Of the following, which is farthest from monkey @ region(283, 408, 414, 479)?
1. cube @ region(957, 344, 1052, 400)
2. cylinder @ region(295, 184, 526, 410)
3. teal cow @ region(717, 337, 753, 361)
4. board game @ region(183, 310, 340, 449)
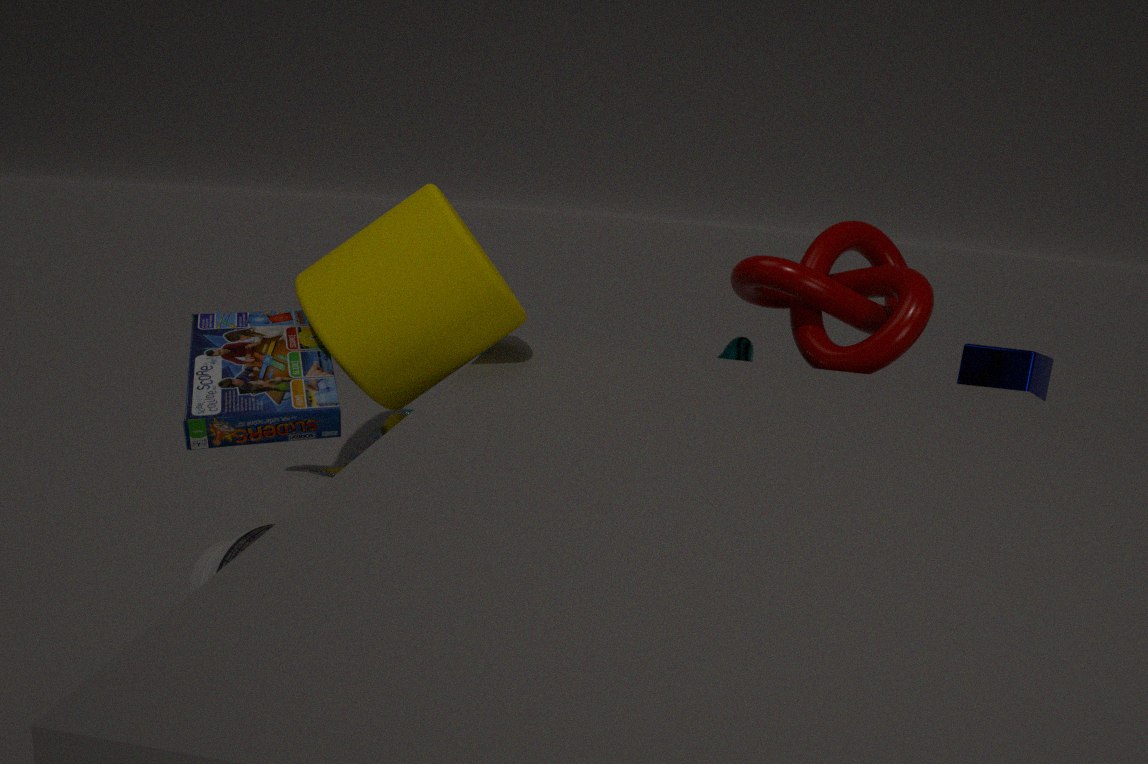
cube @ region(957, 344, 1052, 400)
